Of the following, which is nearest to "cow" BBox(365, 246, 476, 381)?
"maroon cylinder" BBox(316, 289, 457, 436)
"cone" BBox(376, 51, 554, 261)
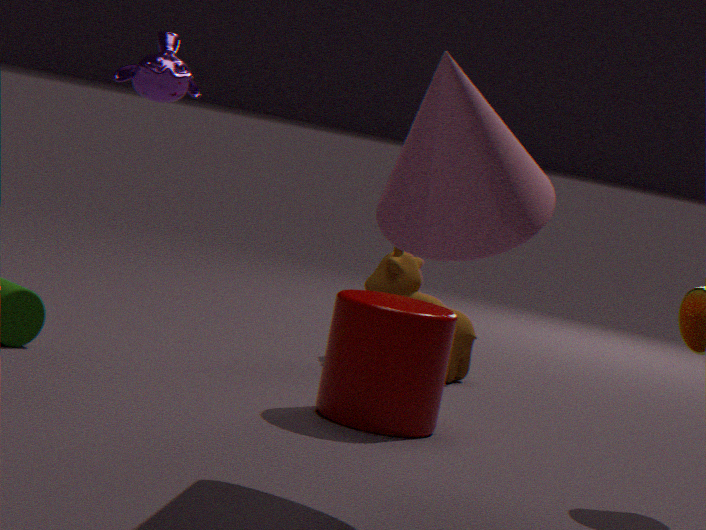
"maroon cylinder" BBox(316, 289, 457, 436)
